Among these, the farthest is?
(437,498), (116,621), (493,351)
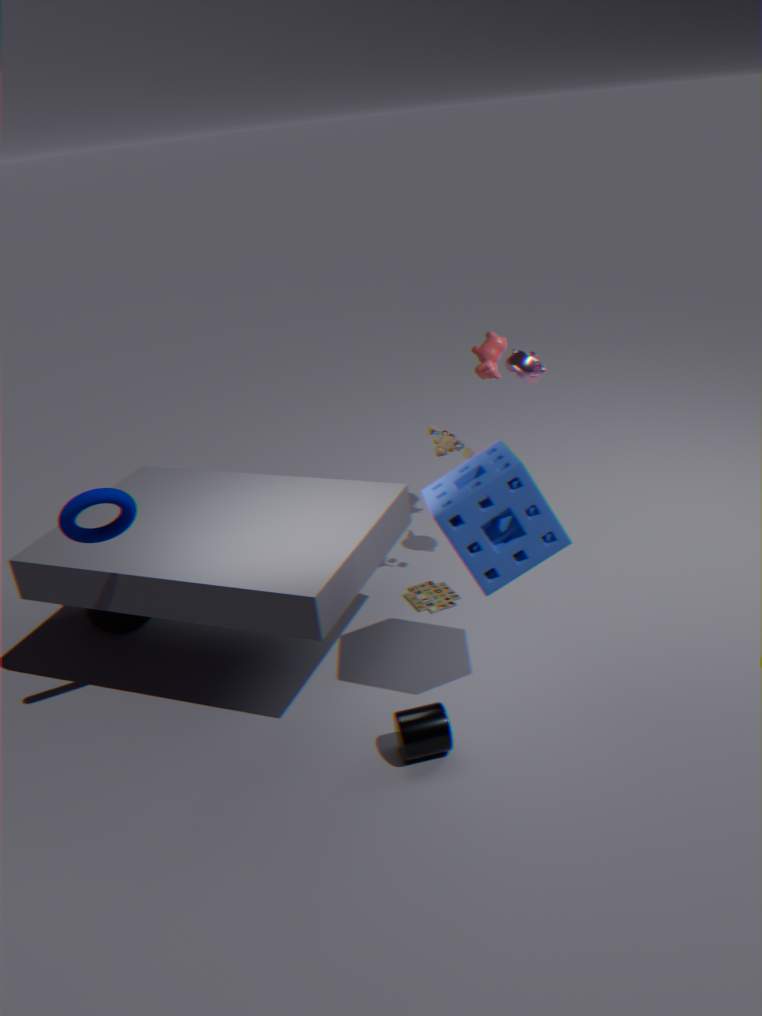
(493,351)
